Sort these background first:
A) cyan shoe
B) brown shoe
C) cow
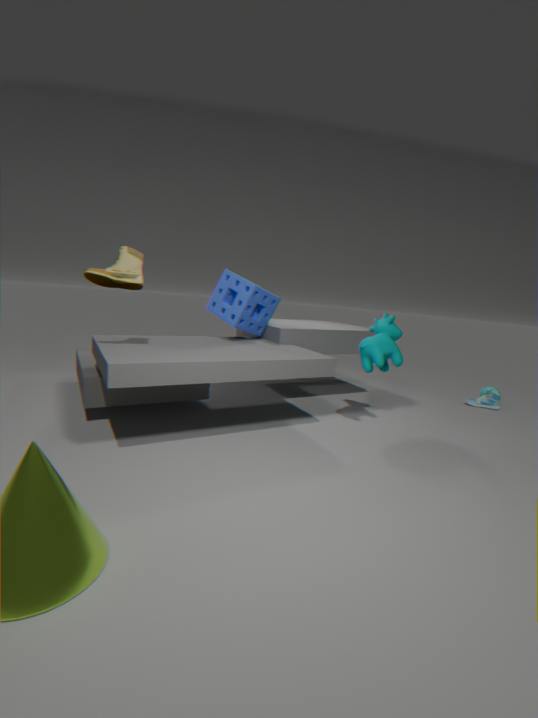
A. cyan shoe < C. cow < B. brown shoe
